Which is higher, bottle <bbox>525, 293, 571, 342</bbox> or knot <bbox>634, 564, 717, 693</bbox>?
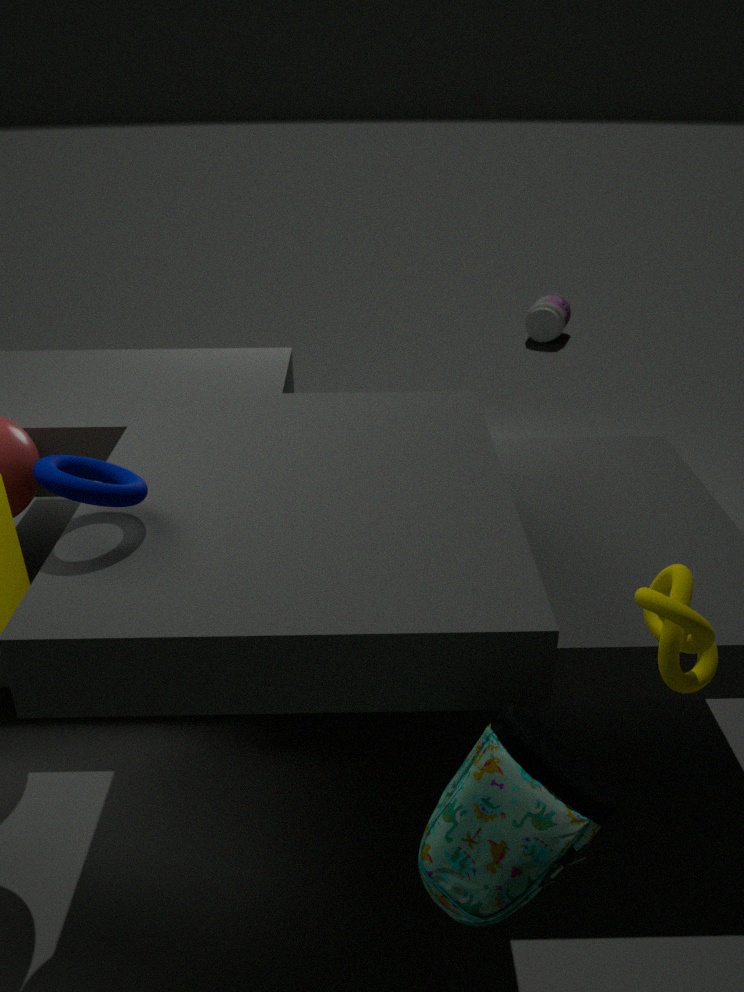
knot <bbox>634, 564, 717, 693</bbox>
